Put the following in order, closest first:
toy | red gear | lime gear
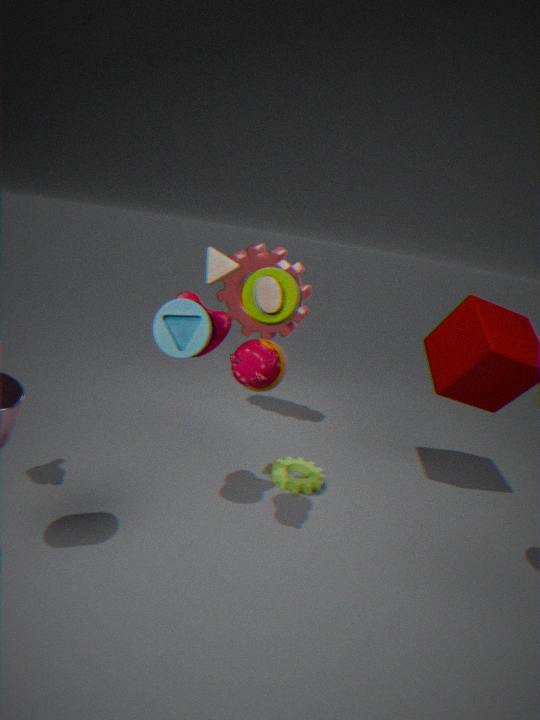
toy → lime gear → red gear
